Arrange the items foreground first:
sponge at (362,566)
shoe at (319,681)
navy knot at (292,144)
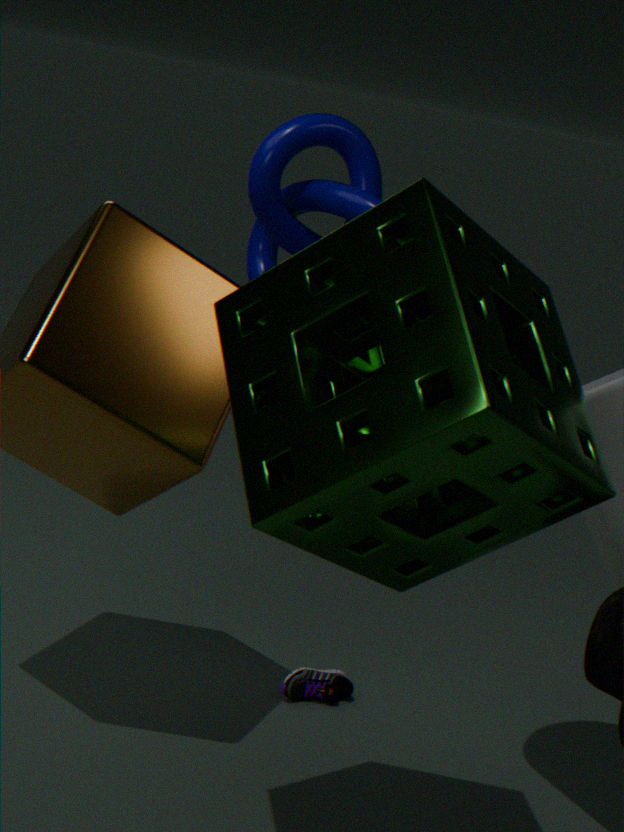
sponge at (362,566) → shoe at (319,681) → navy knot at (292,144)
